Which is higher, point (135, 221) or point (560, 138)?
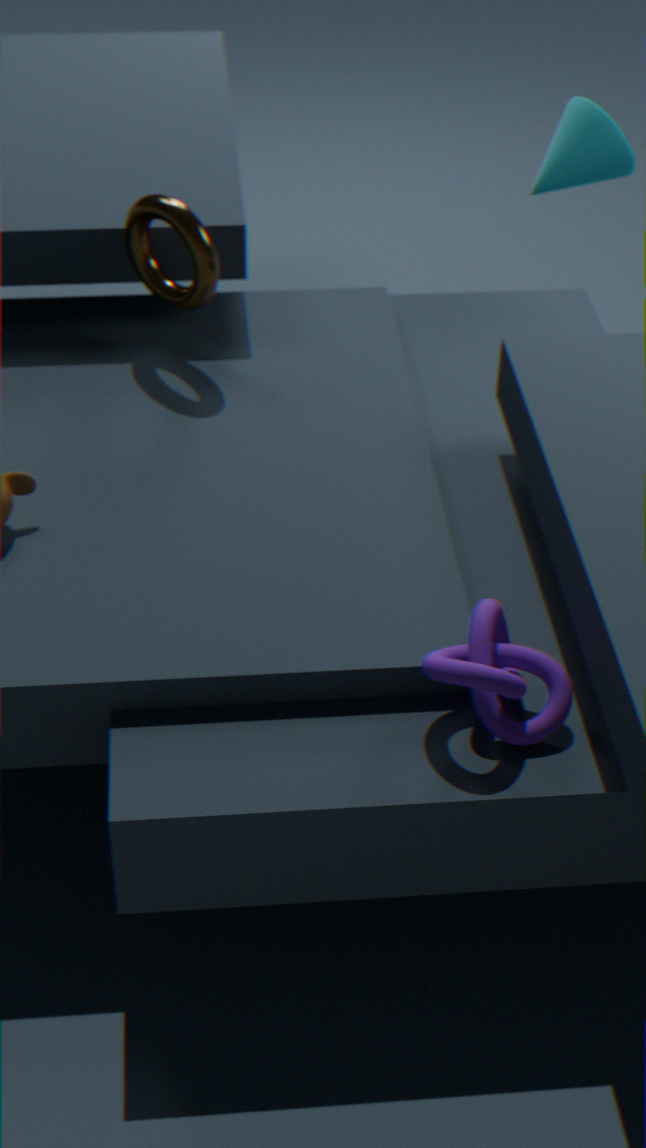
point (560, 138)
